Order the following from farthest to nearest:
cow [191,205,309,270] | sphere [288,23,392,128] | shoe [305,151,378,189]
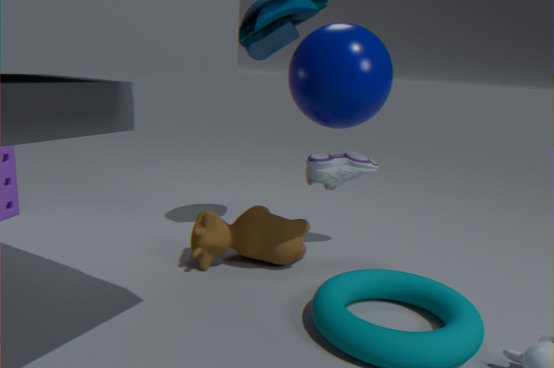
shoe [305,151,378,189] < cow [191,205,309,270] < sphere [288,23,392,128]
